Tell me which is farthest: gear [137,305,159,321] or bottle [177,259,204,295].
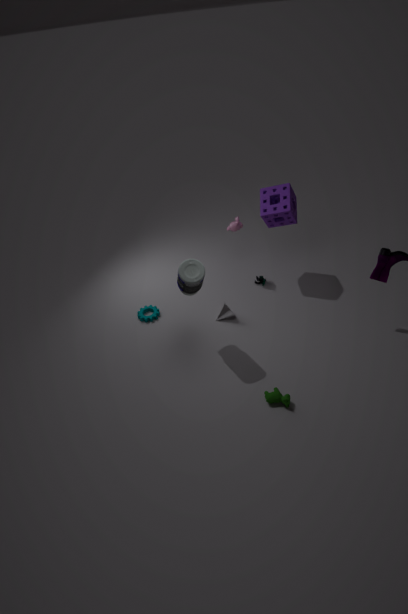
gear [137,305,159,321]
